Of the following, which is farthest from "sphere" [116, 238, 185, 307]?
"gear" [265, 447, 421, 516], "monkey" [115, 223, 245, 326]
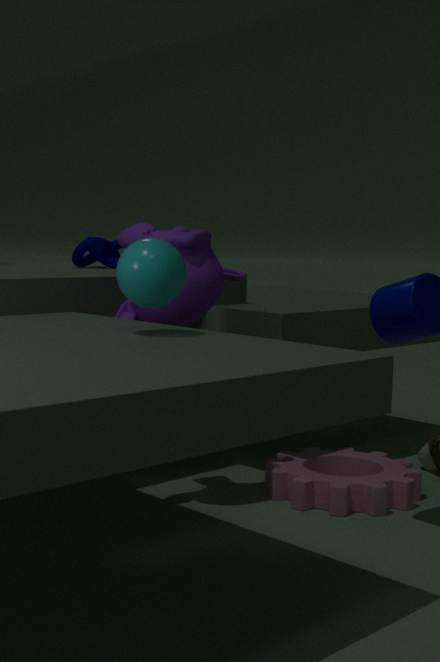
"gear" [265, 447, 421, 516]
